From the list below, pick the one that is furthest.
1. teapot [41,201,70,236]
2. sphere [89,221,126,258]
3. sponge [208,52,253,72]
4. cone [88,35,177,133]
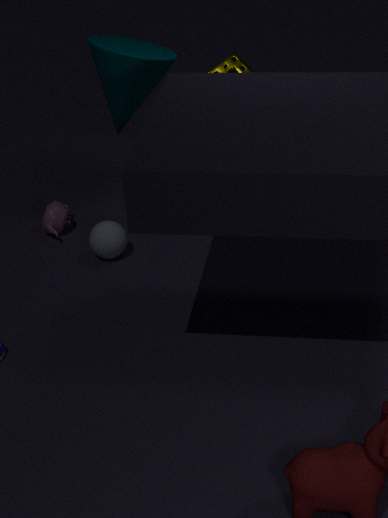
sponge [208,52,253,72]
